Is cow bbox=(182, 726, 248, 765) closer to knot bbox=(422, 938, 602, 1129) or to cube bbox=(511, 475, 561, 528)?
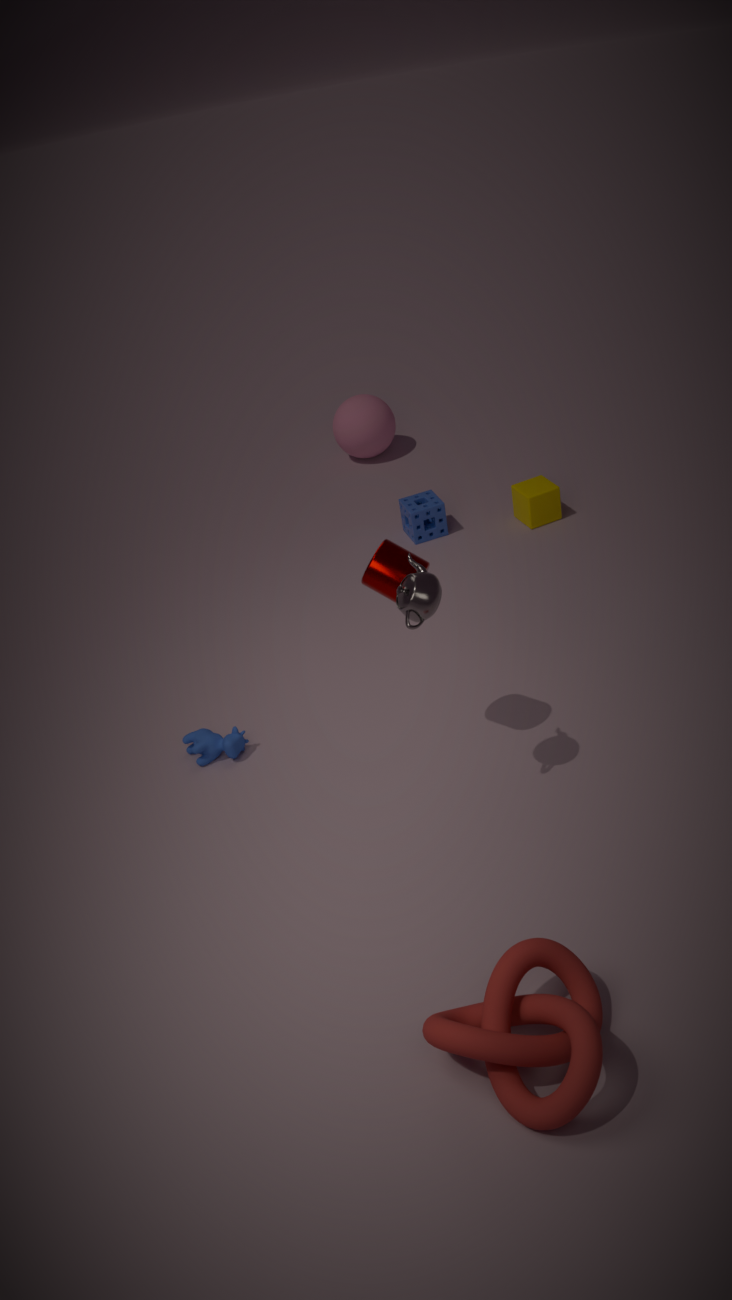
knot bbox=(422, 938, 602, 1129)
